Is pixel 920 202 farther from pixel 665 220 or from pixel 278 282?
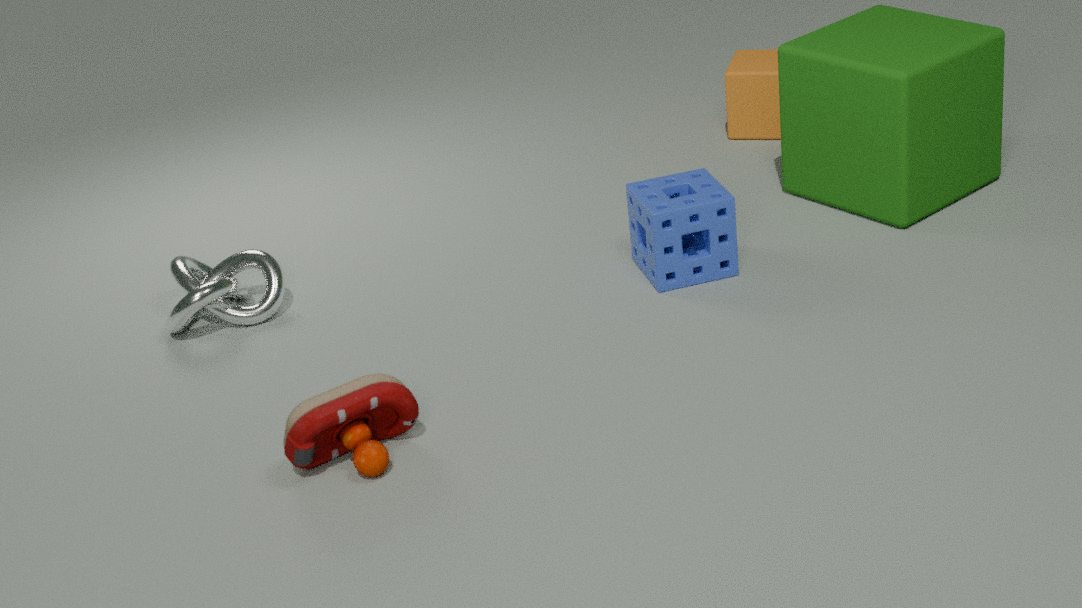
pixel 278 282
